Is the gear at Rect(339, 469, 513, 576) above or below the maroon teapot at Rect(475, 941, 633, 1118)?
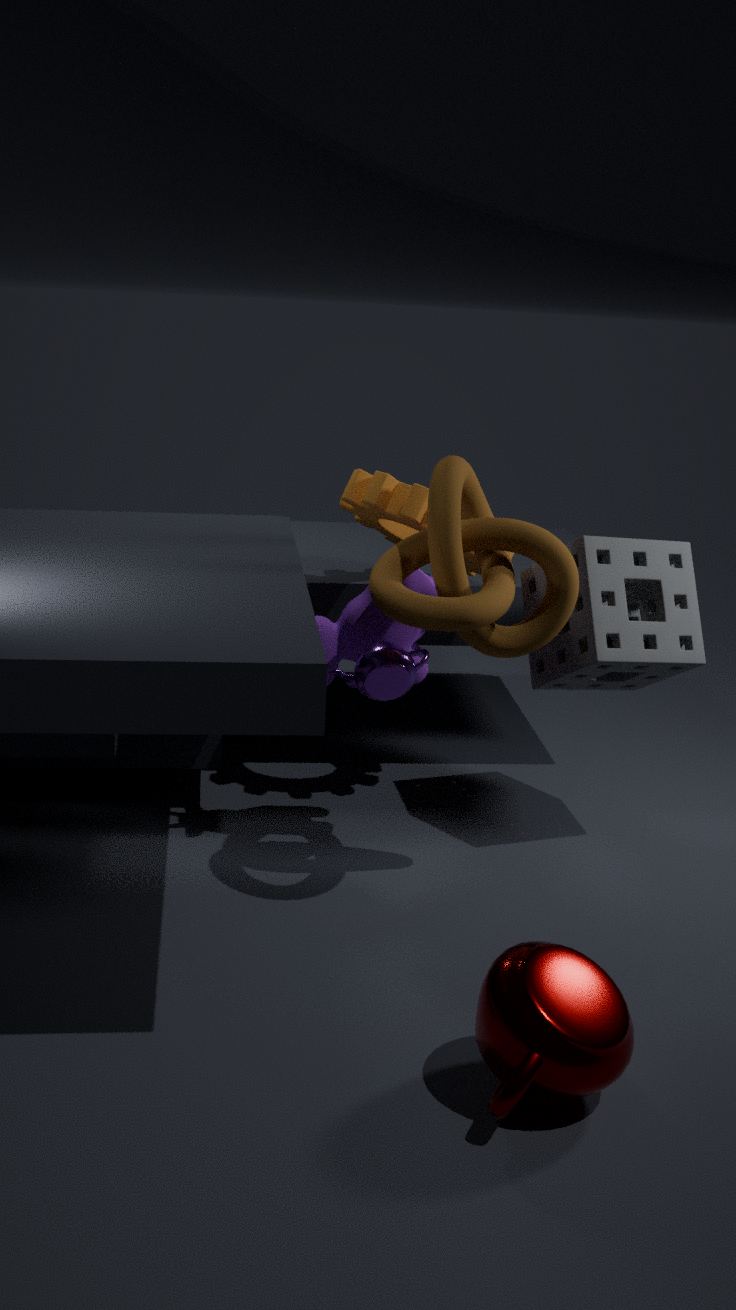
above
